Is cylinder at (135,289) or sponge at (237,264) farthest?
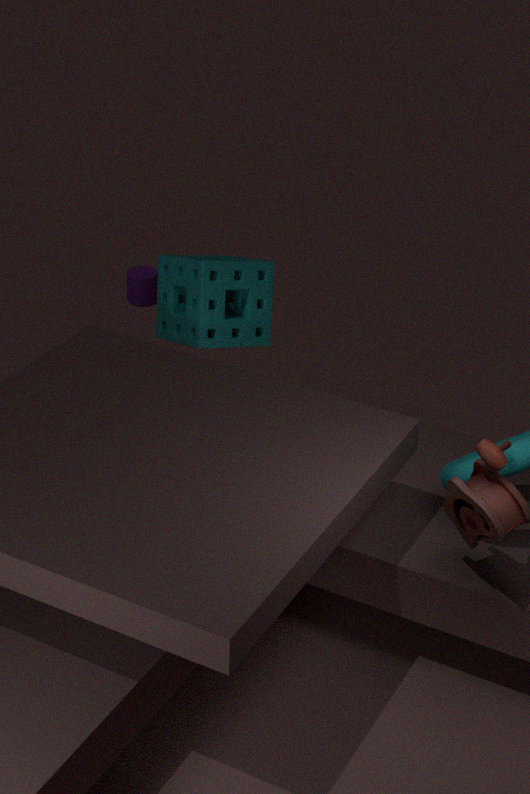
cylinder at (135,289)
